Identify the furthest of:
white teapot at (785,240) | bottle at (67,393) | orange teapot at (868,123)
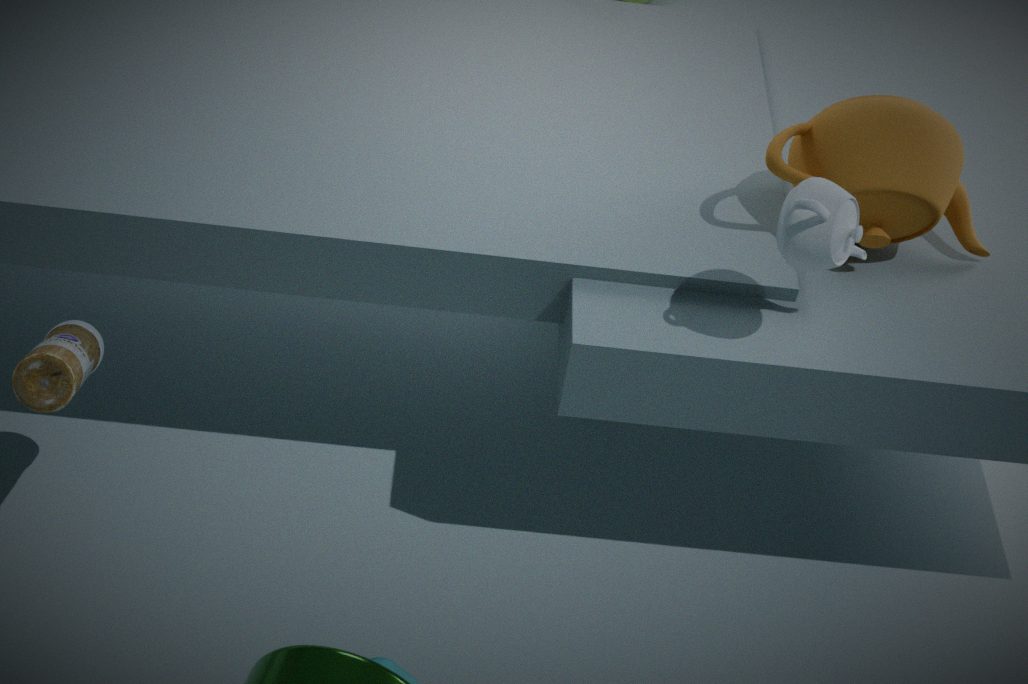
orange teapot at (868,123)
